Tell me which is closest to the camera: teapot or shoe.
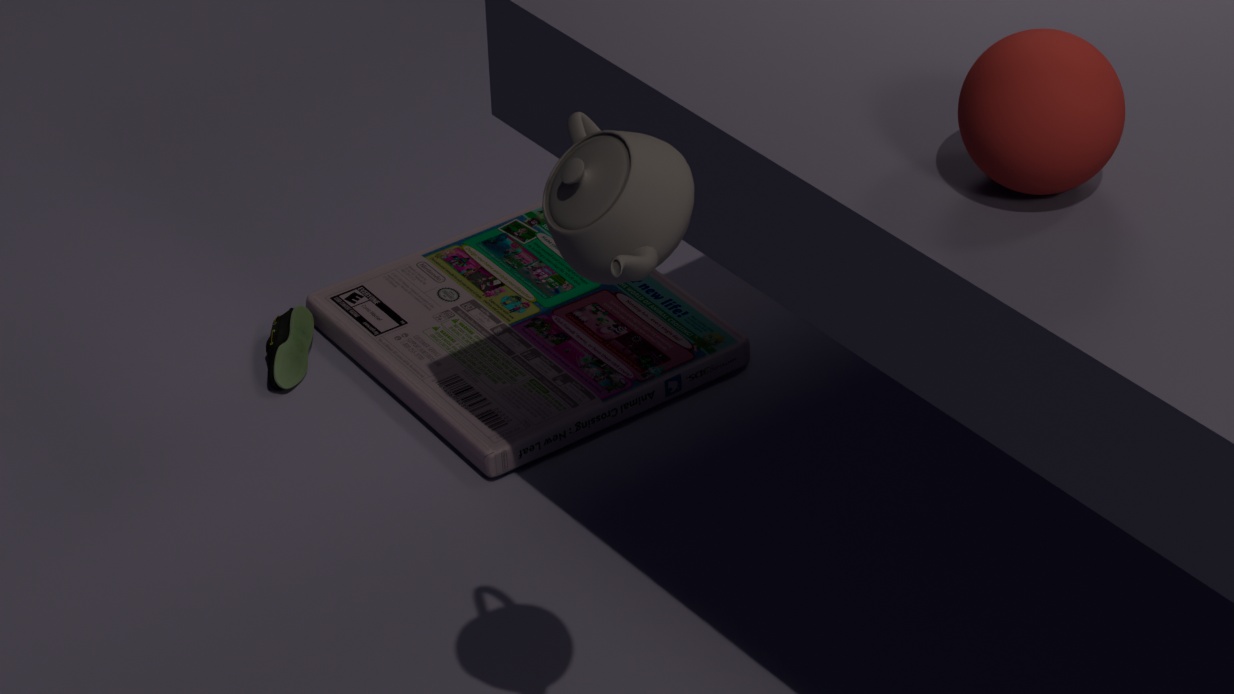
teapot
